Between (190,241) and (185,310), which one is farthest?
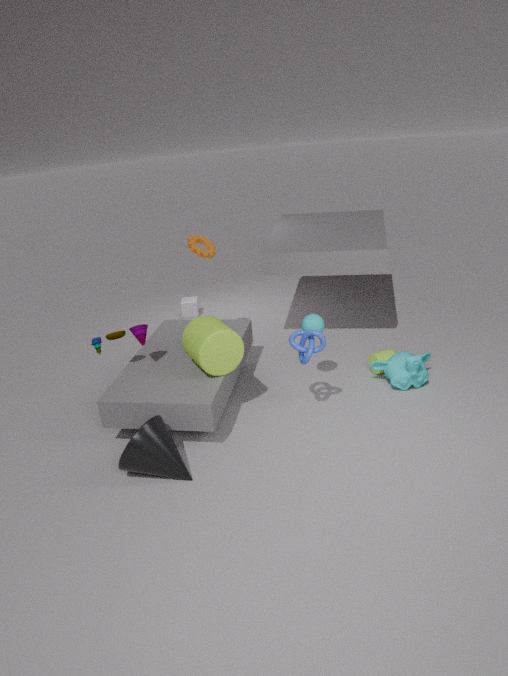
(185,310)
